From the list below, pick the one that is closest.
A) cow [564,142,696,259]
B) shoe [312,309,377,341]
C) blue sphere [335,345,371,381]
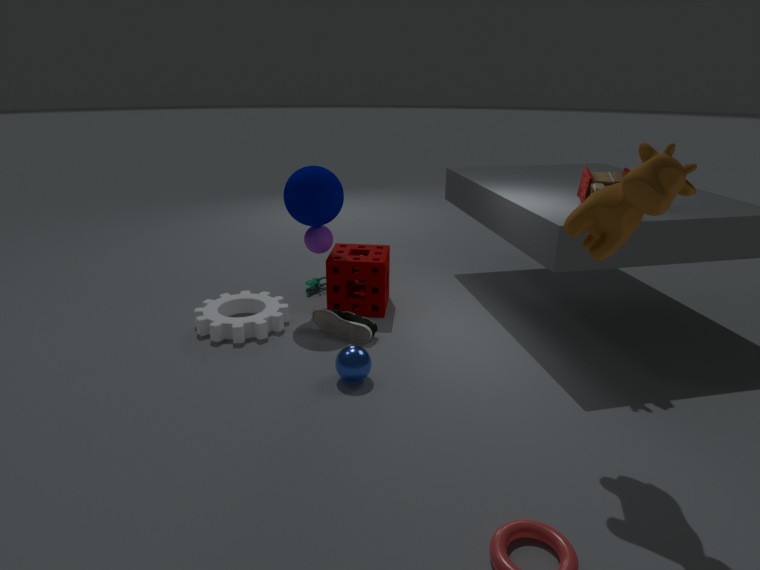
cow [564,142,696,259]
